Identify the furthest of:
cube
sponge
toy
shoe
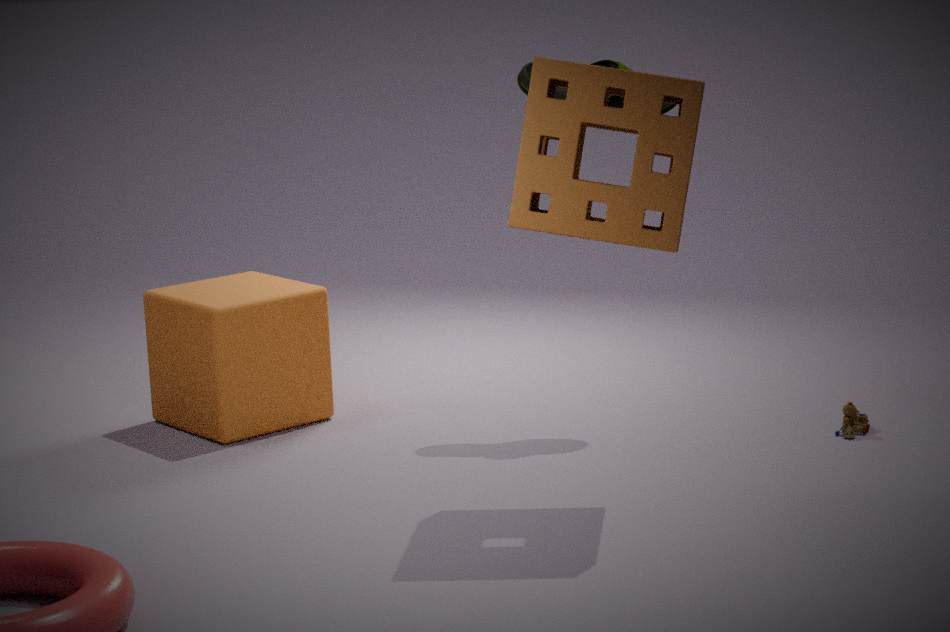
cube
